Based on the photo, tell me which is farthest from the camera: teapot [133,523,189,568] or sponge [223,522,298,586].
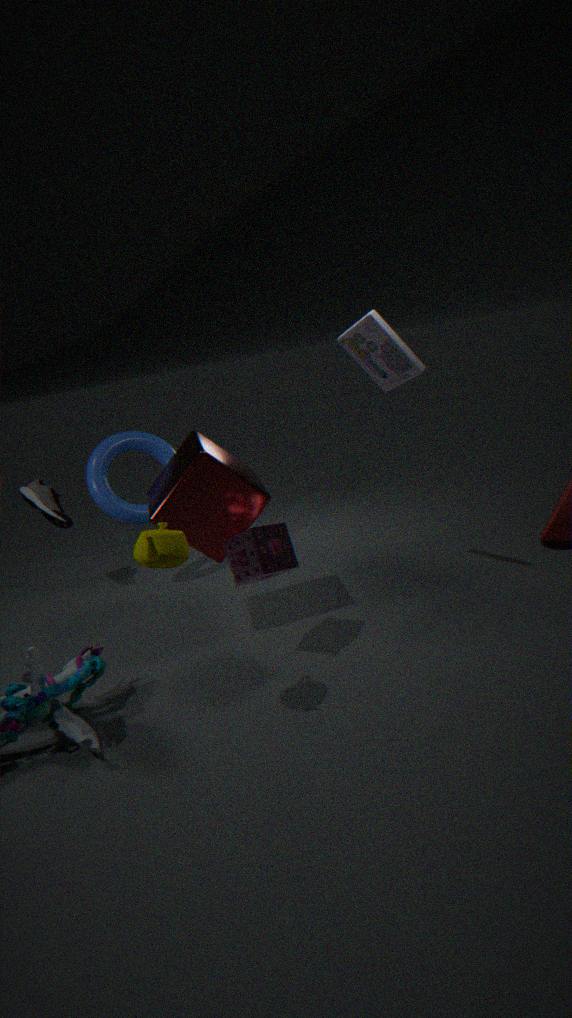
sponge [223,522,298,586]
